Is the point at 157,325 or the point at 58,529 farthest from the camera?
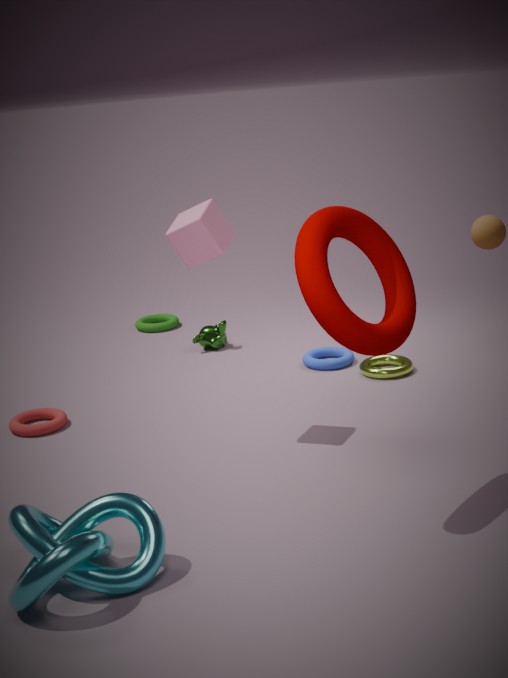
the point at 157,325
